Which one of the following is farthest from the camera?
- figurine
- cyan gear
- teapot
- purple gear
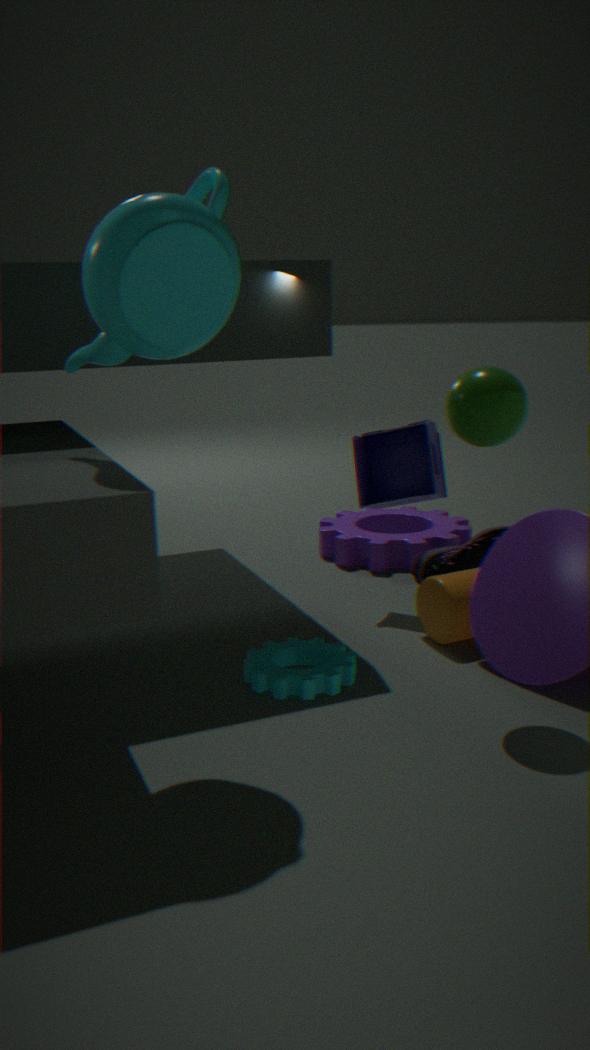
purple gear
